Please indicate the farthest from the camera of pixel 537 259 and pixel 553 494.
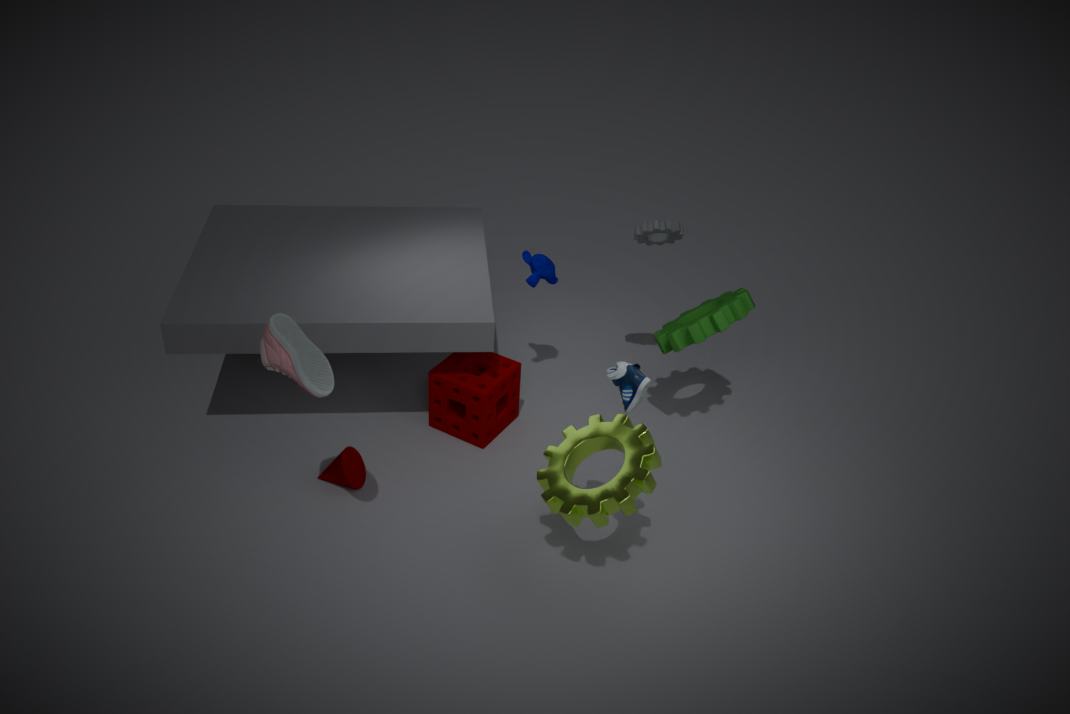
pixel 537 259
